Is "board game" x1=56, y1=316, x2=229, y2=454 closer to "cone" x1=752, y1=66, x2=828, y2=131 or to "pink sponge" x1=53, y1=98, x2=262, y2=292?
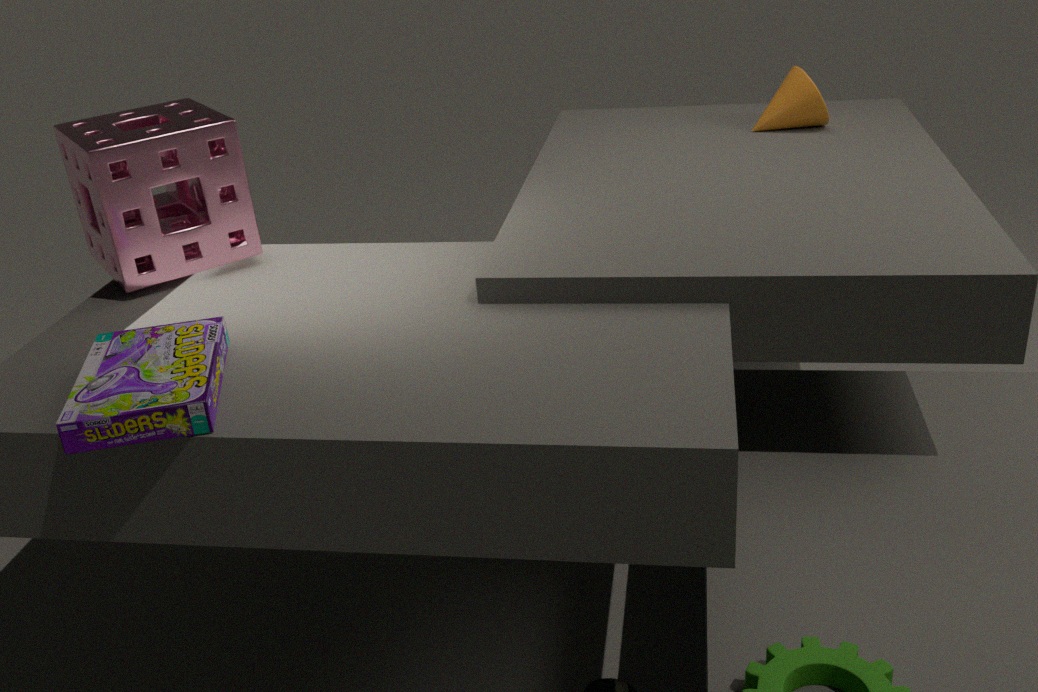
"pink sponge" x1=53, y1=98, x2=262, y2=292
